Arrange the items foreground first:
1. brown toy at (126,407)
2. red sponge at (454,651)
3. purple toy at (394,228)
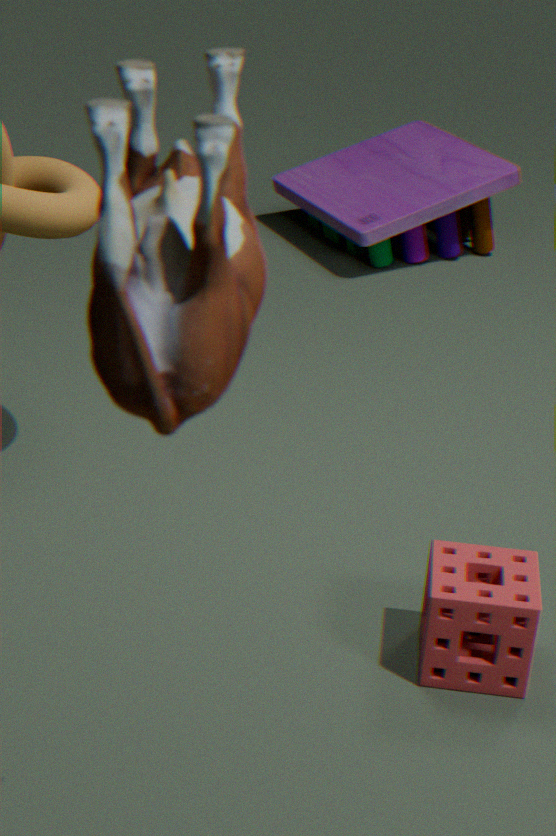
brown toy at (126,407) < red sponge at (454,651) < purple toy at (394,228)
